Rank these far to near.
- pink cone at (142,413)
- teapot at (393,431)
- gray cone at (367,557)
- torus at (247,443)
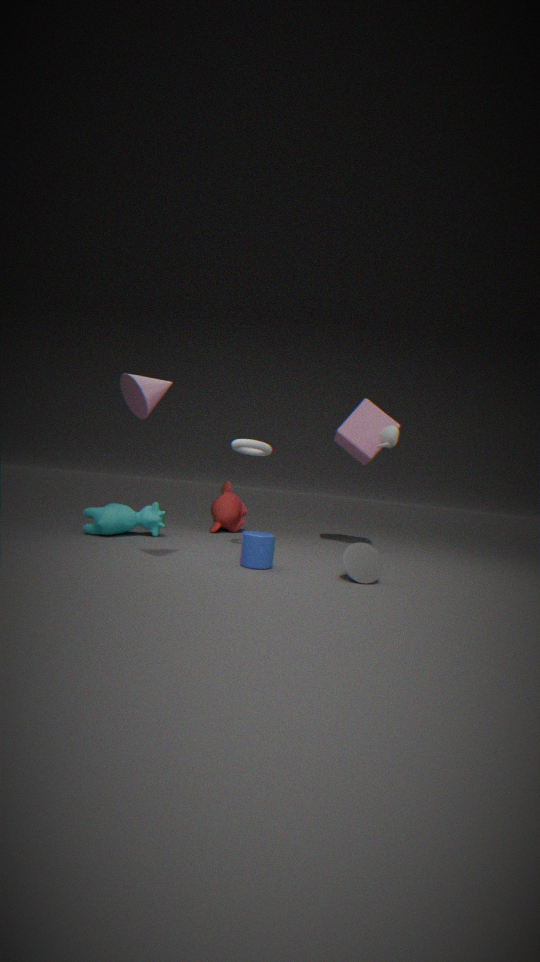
1. teapot at (393,431)
2. torus at (247,443)
3. gray cone at (367,557)
4. pink cone at (142,413)
